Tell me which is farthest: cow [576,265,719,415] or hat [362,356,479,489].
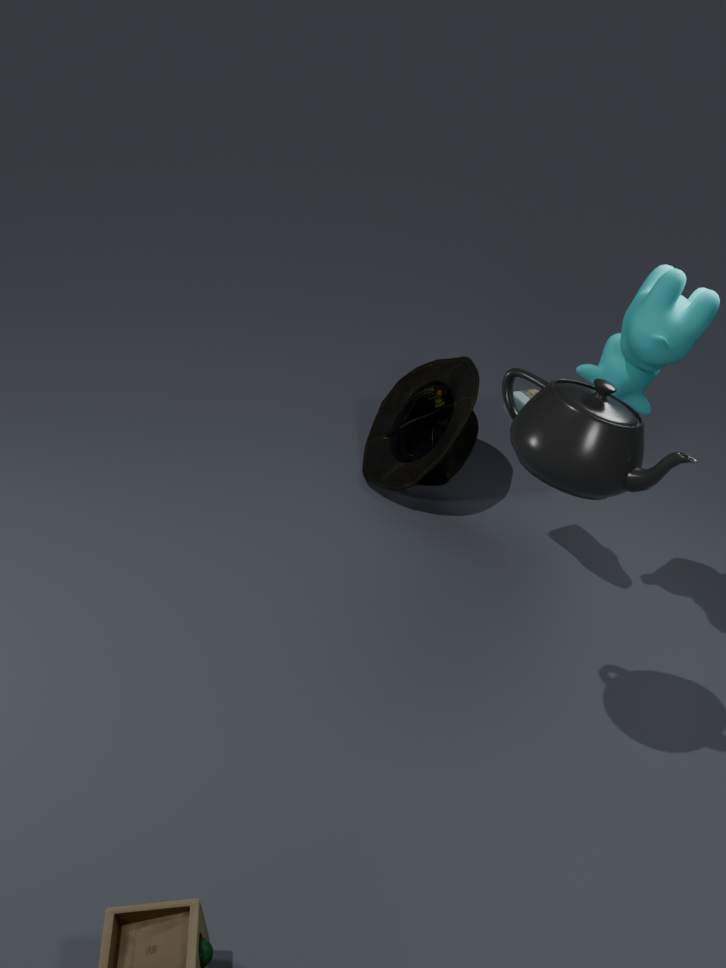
Answer: hat [362,356,479,489]
